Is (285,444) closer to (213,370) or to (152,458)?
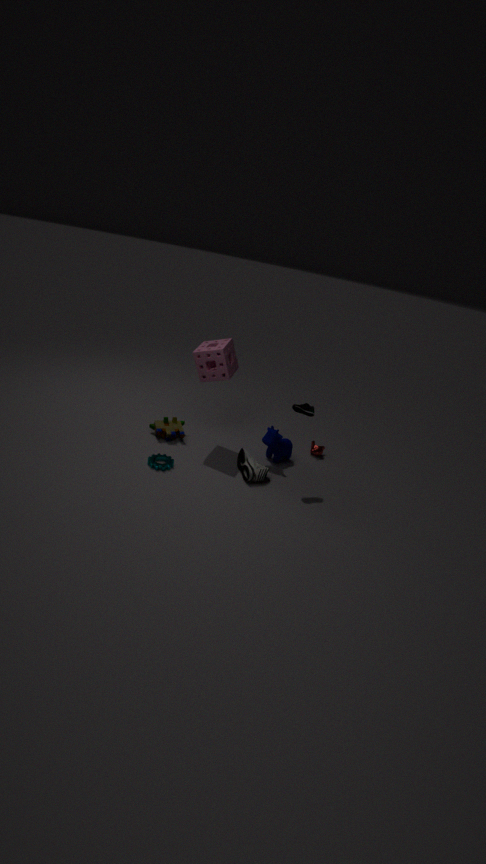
(213,370)
